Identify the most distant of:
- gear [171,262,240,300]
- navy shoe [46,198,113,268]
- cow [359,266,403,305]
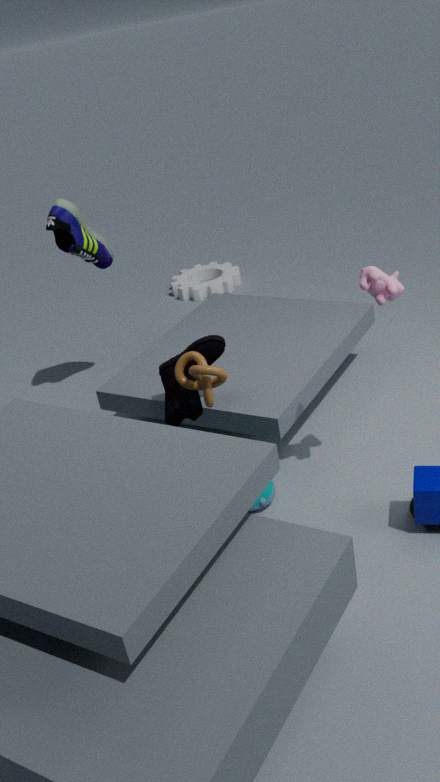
gear [171,262,240,300]
